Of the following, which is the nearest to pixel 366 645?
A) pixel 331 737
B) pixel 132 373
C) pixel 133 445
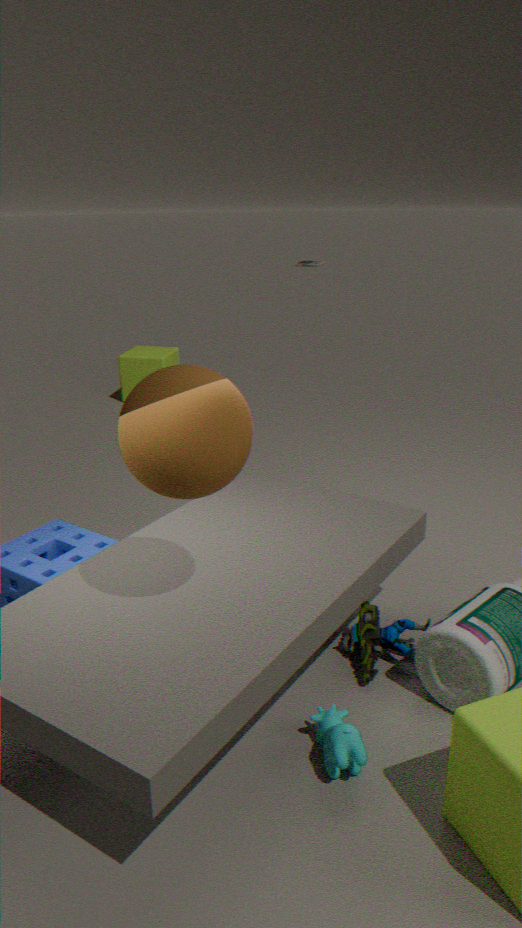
pixel 331 737
